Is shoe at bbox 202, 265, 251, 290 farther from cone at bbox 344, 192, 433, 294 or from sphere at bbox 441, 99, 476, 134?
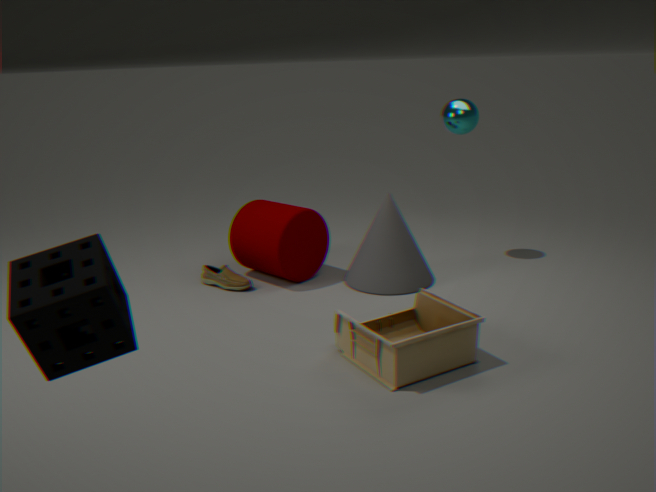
sphere at bbox 441, 99, 476, 134
